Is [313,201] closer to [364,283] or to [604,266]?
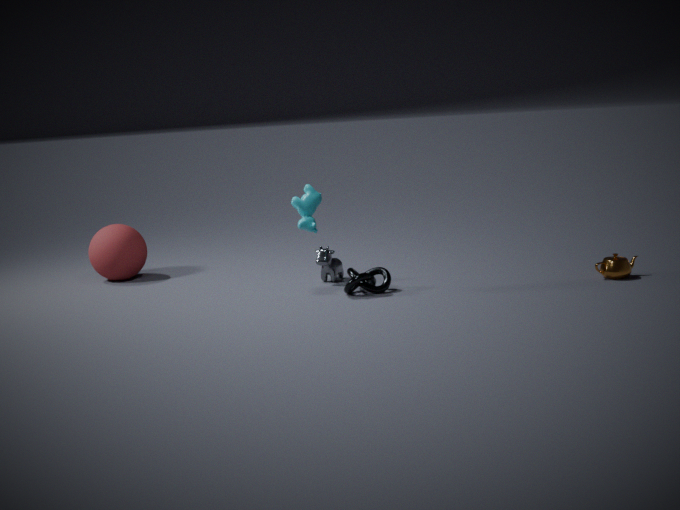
[364,283]
